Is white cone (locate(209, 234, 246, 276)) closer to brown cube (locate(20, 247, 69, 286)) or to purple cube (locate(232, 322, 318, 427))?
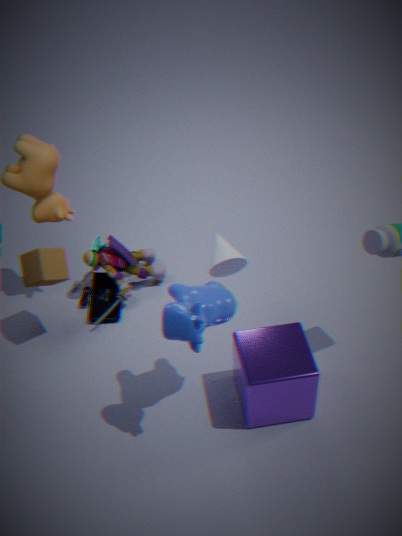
purple cube (locate(232, 322, 318, 427))
